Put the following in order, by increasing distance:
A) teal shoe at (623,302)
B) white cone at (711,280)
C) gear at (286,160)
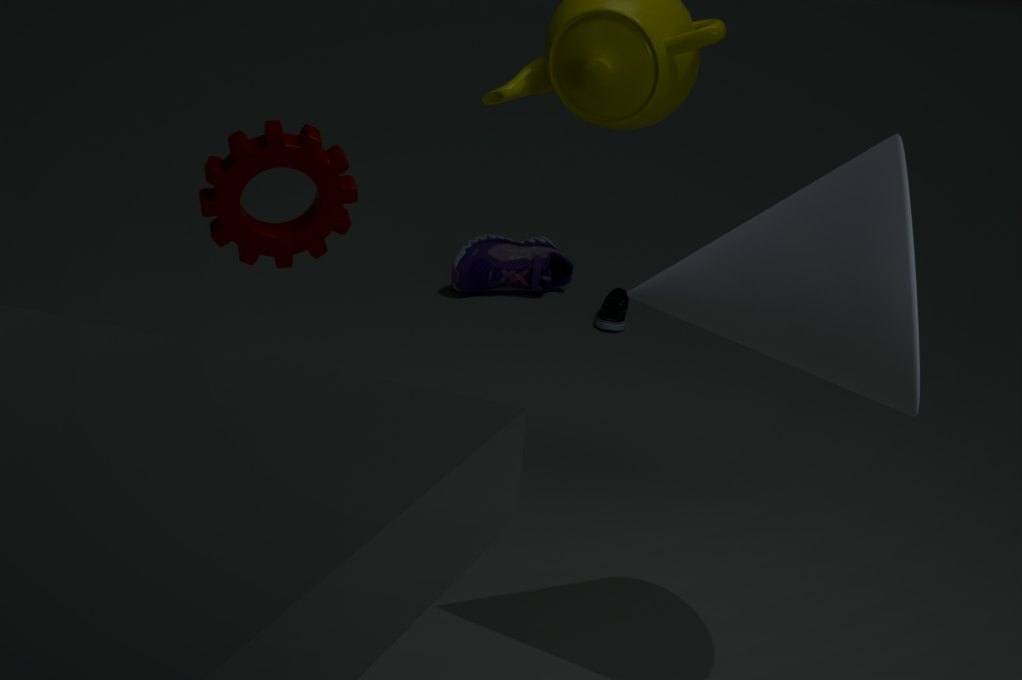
B. white cone at (711,280) < C. gear at (286,160) < A. teal shoe at (623,302)
